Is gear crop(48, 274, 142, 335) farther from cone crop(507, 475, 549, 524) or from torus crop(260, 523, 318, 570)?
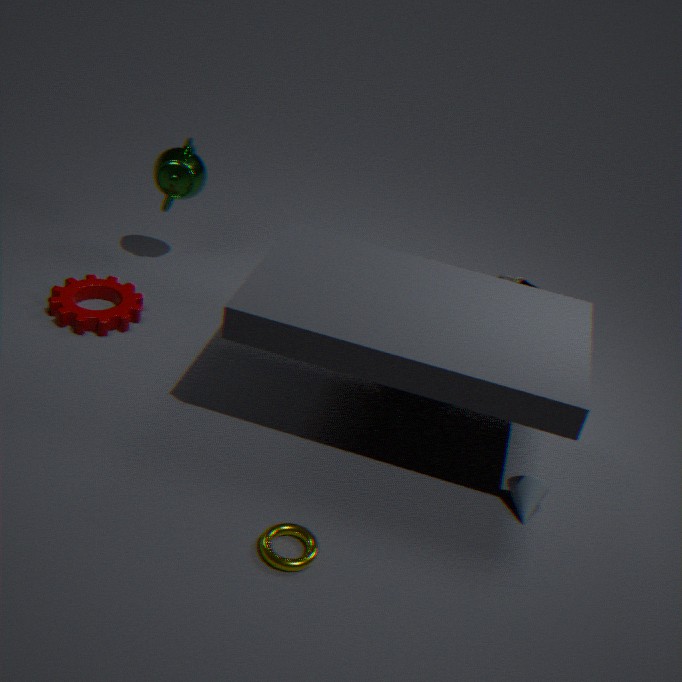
cone crop(507, 475, 549, 524)
